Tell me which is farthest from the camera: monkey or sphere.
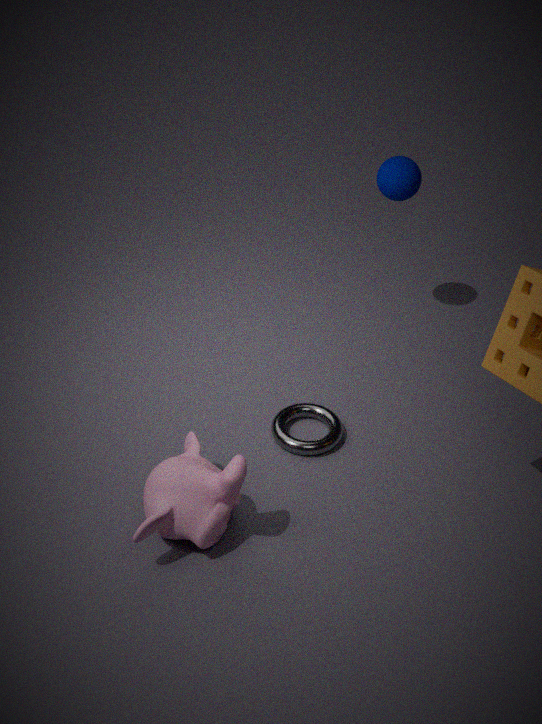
sphere
